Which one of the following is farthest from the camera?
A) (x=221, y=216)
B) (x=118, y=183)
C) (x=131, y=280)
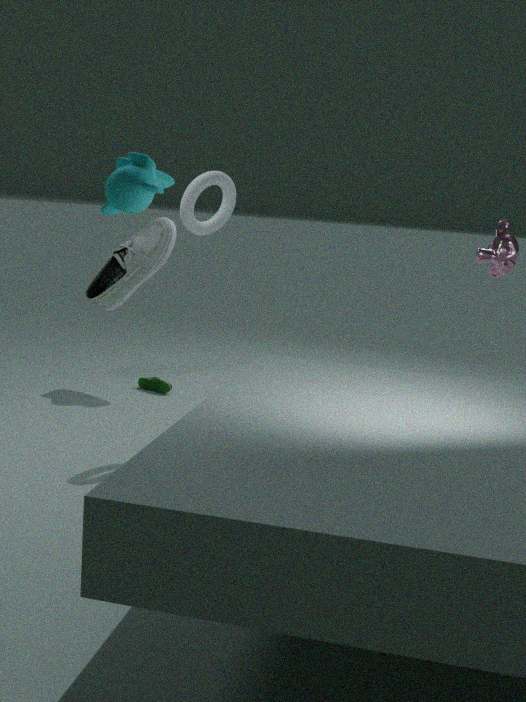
(x=131, y=280)
